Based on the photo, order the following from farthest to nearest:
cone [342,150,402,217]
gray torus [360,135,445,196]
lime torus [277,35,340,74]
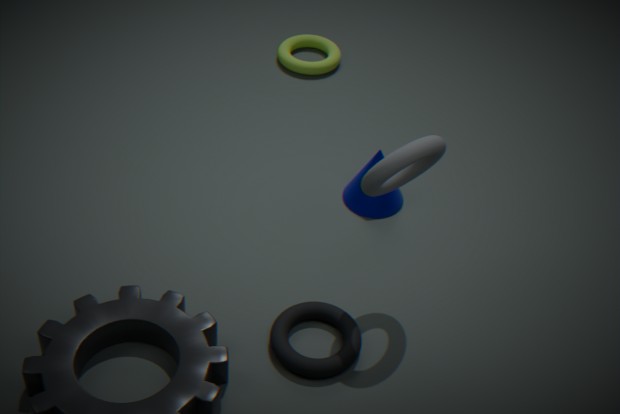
1. lime torus [277,35,340,74]
2. cone [342,150,402,217]
3. gray torus [360,135,445,196]
